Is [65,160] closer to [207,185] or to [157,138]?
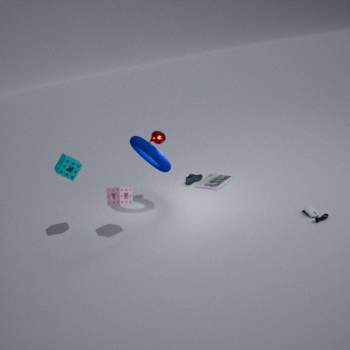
[157,138]
